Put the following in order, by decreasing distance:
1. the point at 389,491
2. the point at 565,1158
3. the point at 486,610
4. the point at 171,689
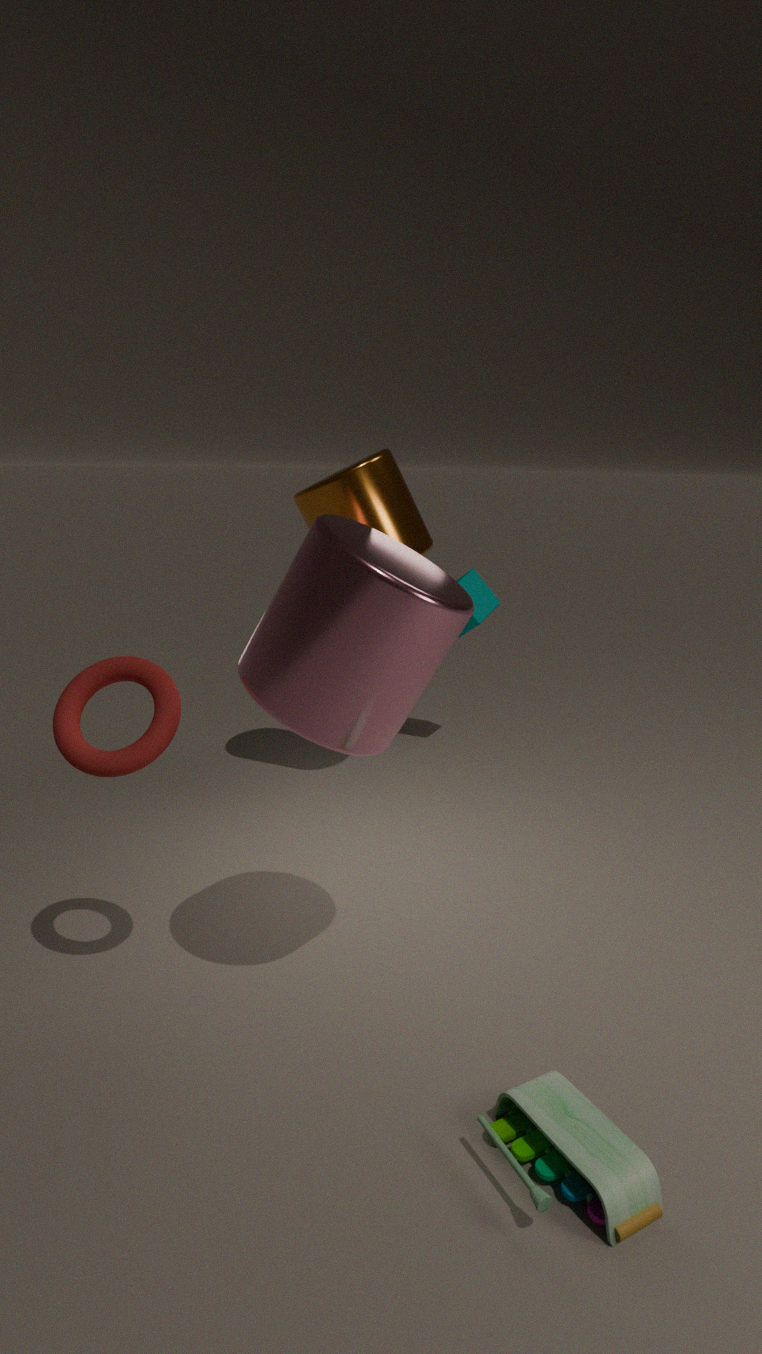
the point at 486,610 → the point at 389,491 → the point at 171,689 → the point at 565,1158
